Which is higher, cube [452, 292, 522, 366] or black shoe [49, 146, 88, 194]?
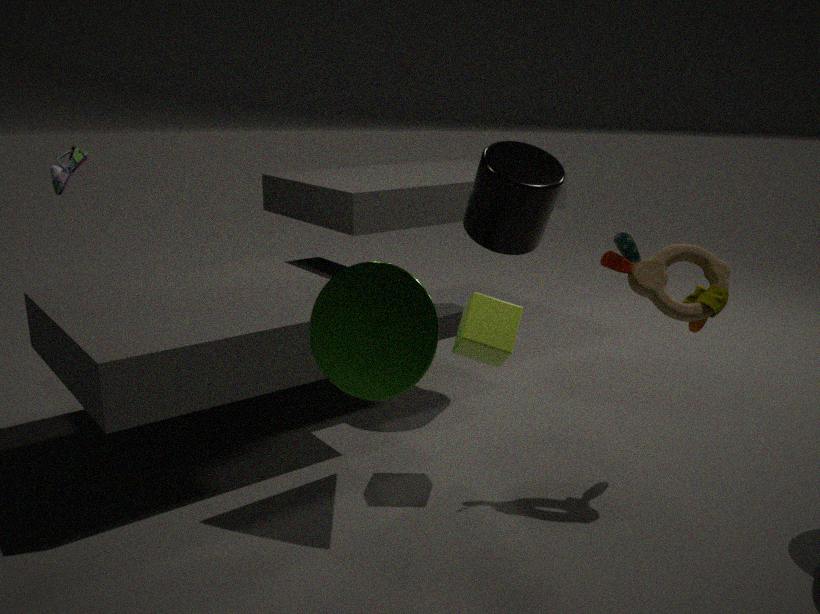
black shoe [49, 146, 88, 194]
